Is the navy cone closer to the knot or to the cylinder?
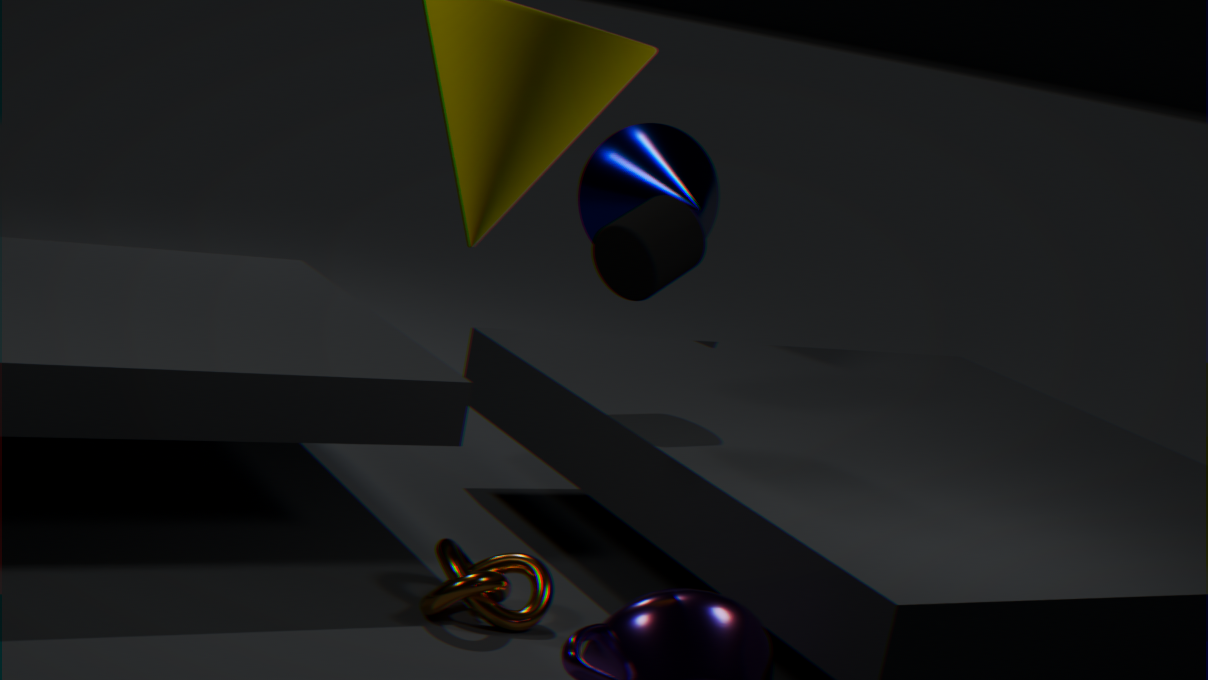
the cylinder
